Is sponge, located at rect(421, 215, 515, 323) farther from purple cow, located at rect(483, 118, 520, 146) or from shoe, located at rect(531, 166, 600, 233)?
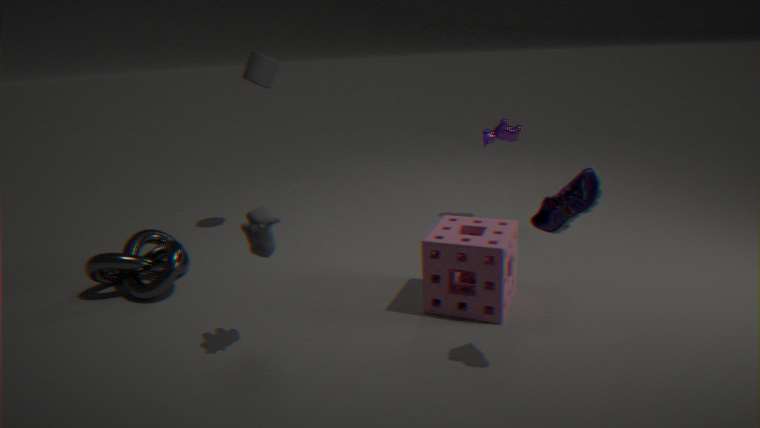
purple cow, located at rect(483, 118, 520, 146)
